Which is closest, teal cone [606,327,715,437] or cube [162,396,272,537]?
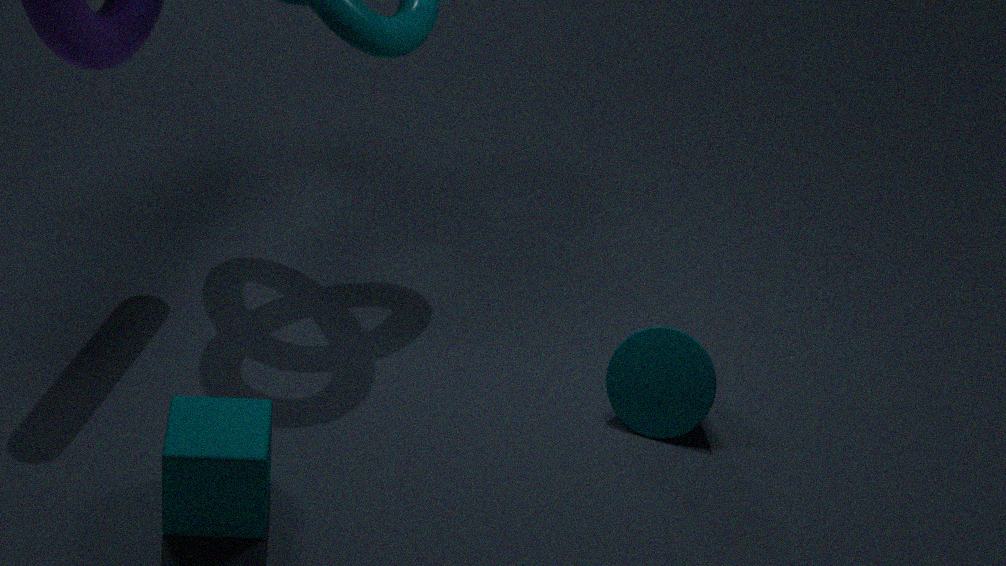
cube [162,396,272,537]
